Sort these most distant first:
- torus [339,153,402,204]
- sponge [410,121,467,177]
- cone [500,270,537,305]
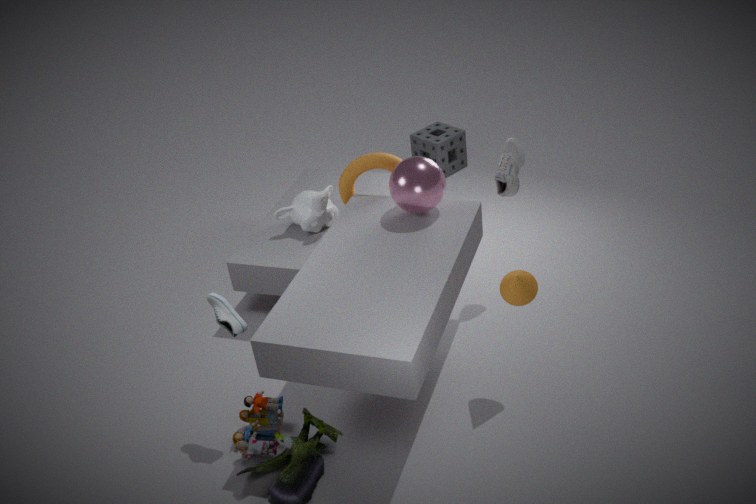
sponge [410,121,467,177], torus [339,153,402,204], cone [500,270,537,305]
